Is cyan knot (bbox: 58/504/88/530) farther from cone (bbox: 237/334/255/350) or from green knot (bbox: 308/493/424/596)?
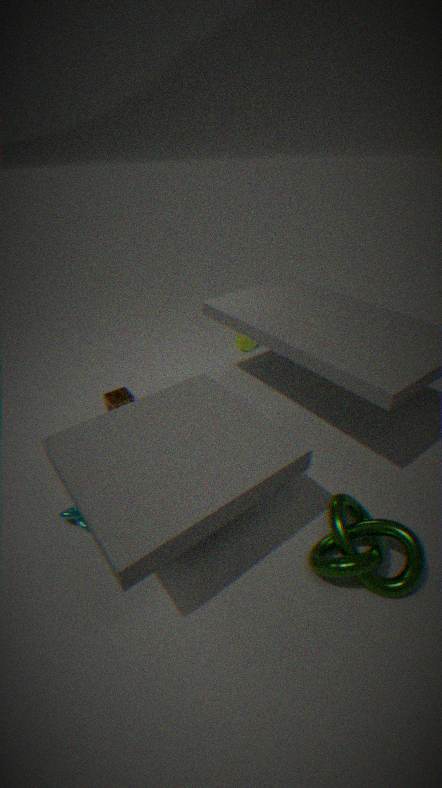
cone (bbox: 237/334/255/350)
